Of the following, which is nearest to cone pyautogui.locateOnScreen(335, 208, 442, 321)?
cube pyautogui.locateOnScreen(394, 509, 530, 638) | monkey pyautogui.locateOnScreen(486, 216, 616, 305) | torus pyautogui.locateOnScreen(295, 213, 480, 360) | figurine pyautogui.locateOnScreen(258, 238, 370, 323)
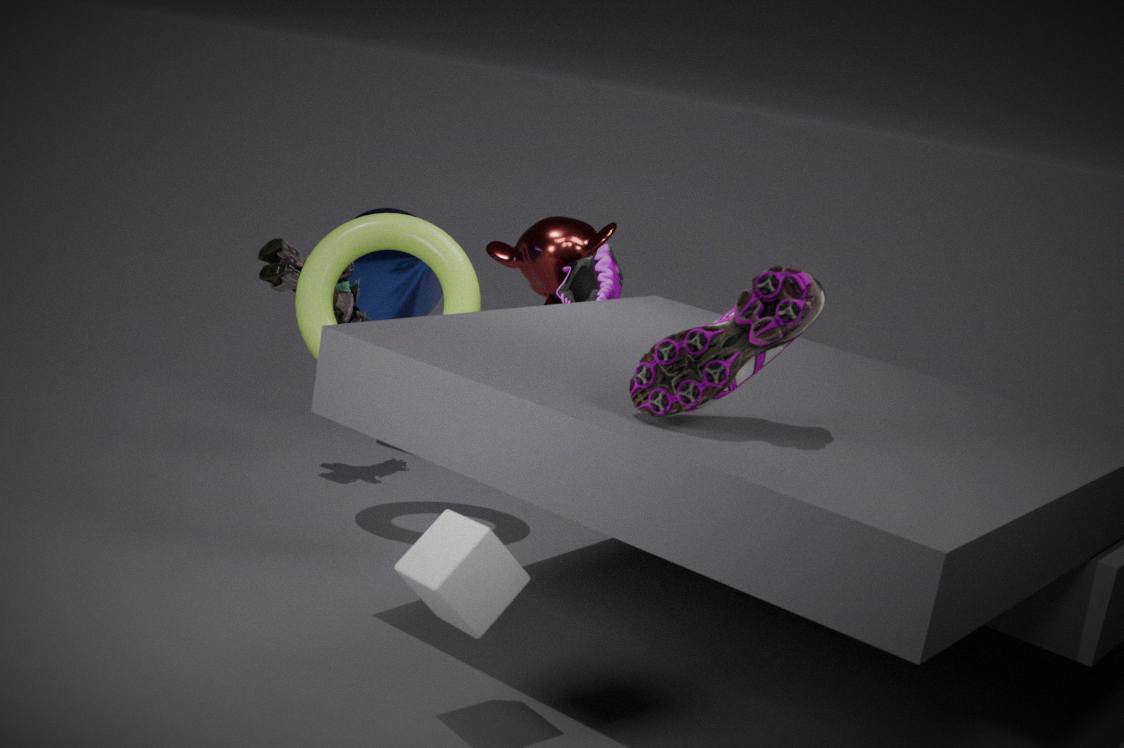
figurine pyautogui.locateOnScreen(258, 238, 370, 323)
